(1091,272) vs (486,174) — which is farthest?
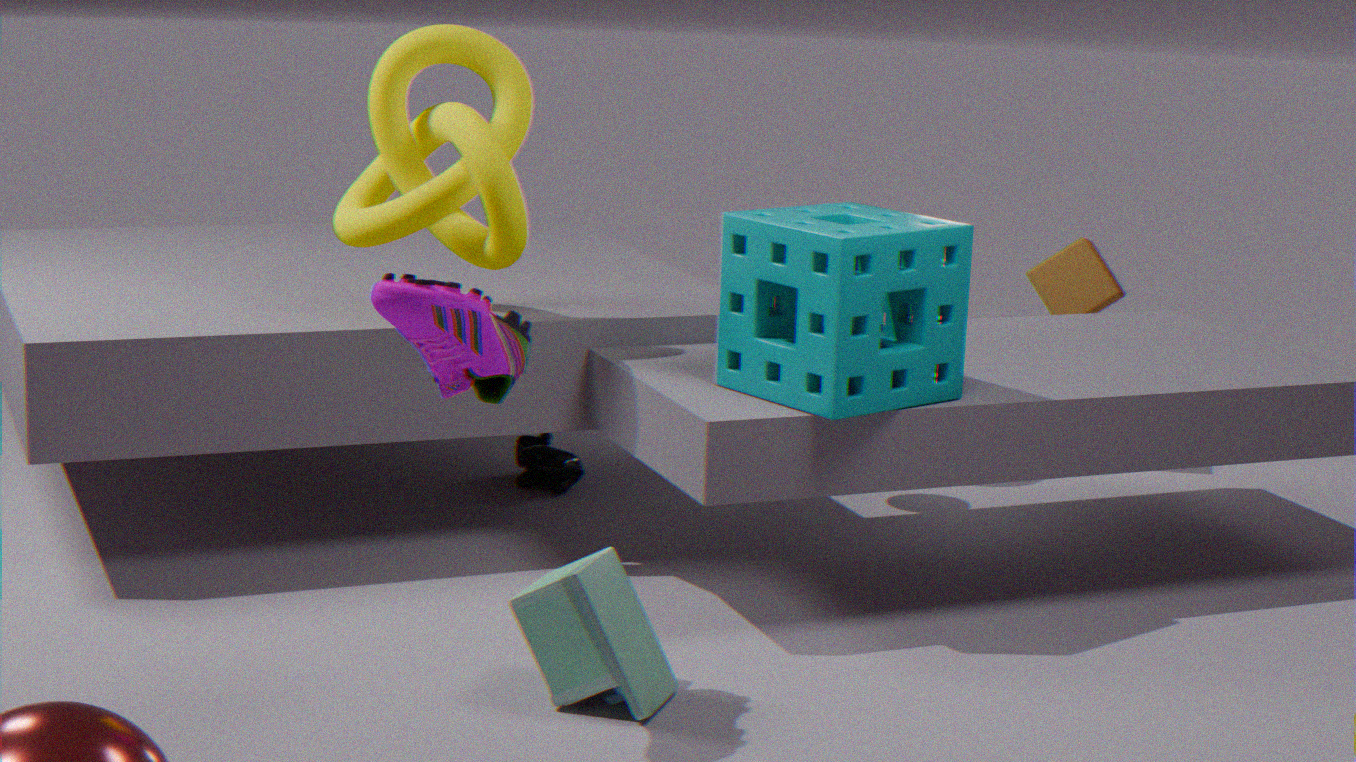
(1091,272)
